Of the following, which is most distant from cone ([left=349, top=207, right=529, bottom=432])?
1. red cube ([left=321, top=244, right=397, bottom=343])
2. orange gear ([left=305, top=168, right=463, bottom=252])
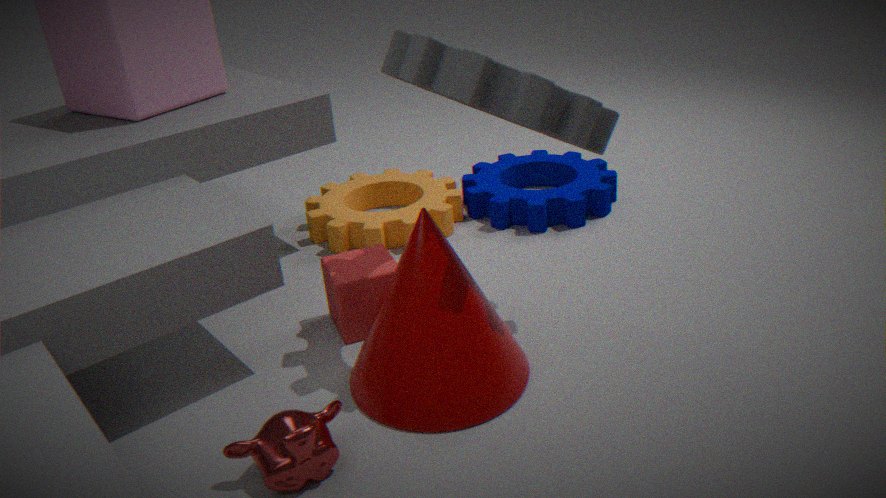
orange gear ([left=305, top=168, right=463, bottom=252])
